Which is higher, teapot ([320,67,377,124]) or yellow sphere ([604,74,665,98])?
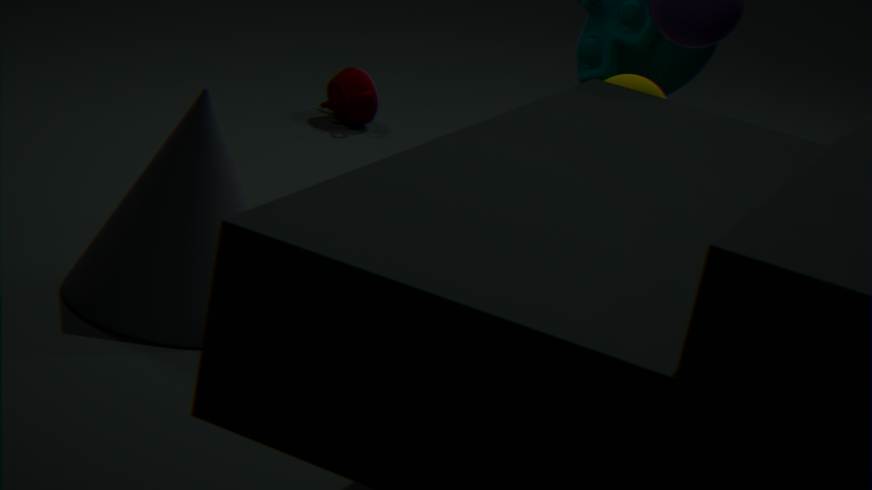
yellow sphere ([604,74,665,98])
